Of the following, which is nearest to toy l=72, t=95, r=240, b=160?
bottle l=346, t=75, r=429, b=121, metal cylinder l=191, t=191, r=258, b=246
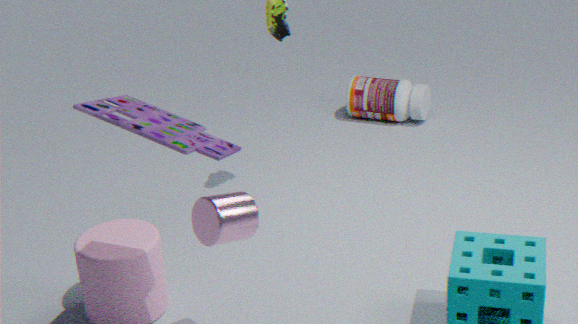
metal cylinder l=191, t=191, r=258, b=246
